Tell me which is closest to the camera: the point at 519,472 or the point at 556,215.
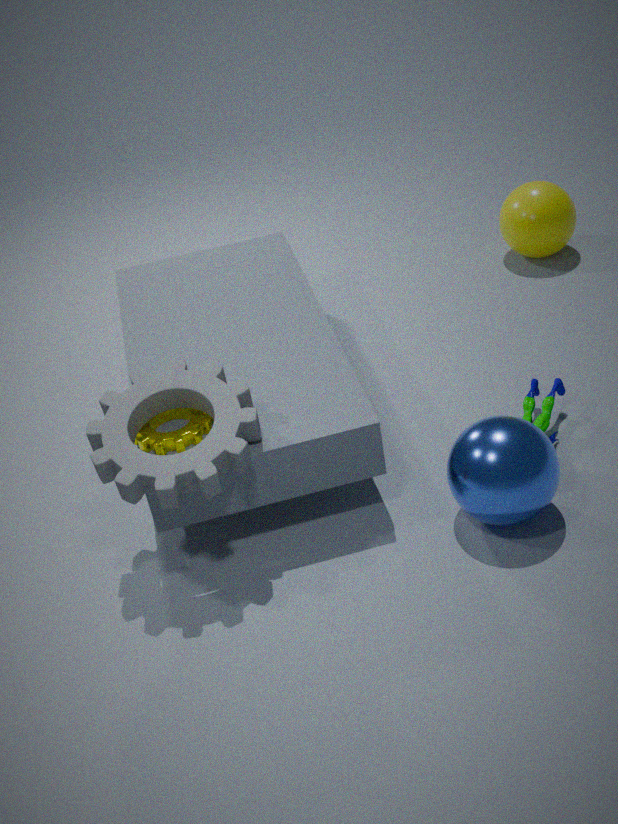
the point at 519,472
